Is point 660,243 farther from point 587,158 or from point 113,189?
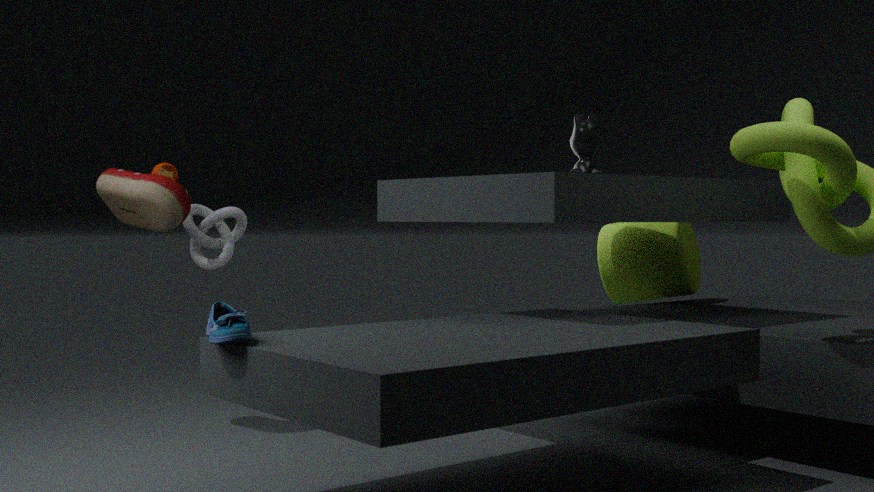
point 113,189
